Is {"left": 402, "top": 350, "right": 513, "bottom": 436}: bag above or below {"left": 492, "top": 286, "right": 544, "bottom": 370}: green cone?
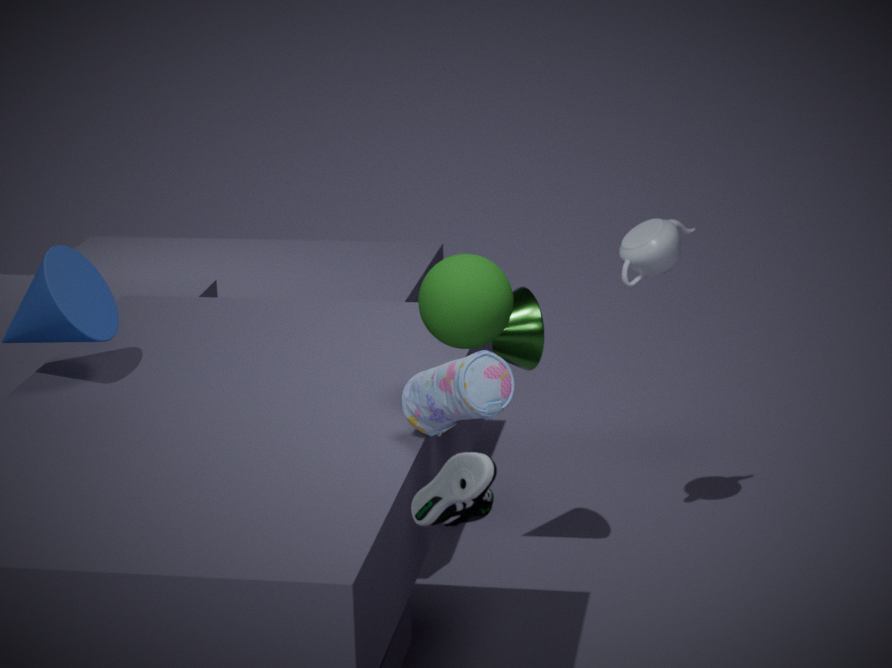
above
